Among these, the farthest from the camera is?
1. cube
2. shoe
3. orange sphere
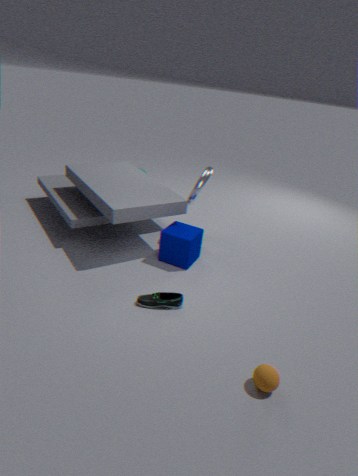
cube
